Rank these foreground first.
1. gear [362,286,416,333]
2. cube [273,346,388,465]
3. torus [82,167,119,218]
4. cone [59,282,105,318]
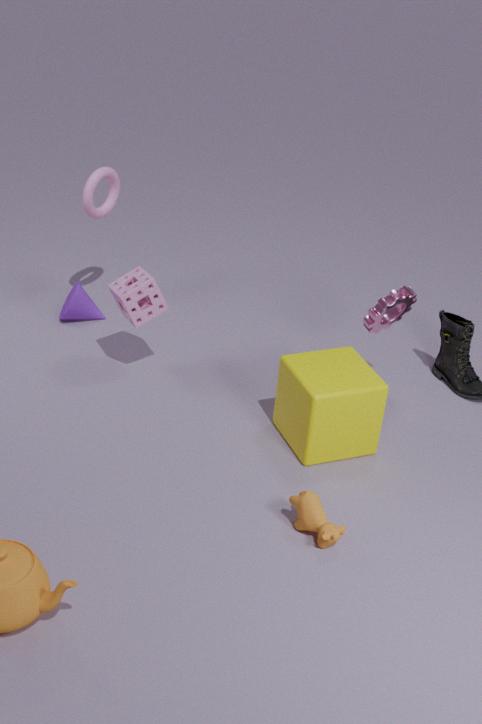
1. cube [273,346,388,465]
2. gear [362,286,416,333]
3. torus [82,167,119,218]
4. cone [59,282,105,318]
